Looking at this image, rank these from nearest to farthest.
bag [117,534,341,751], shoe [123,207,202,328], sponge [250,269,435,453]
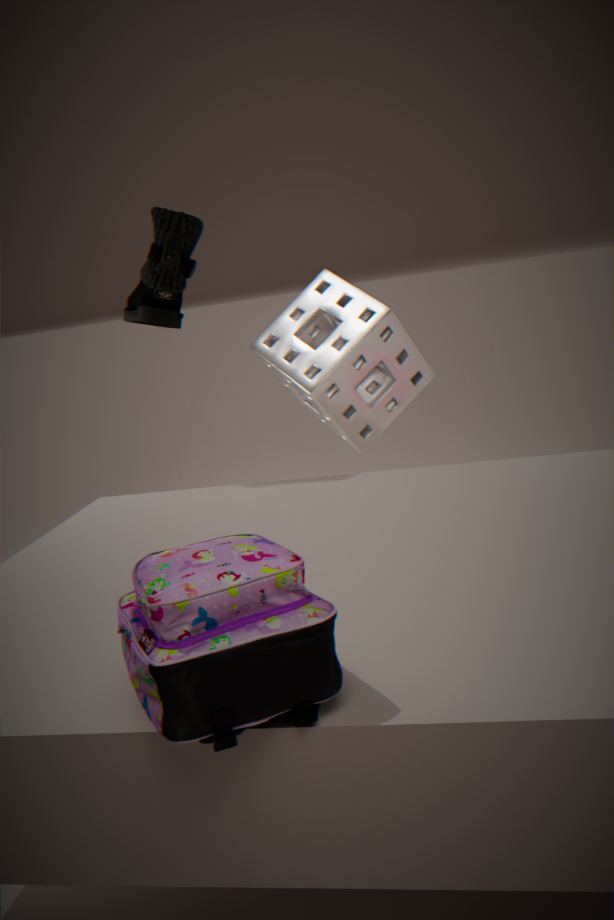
bag [117,534,341,751] < shoe [123,207,202,328] < sponge [250,269,435,453]
